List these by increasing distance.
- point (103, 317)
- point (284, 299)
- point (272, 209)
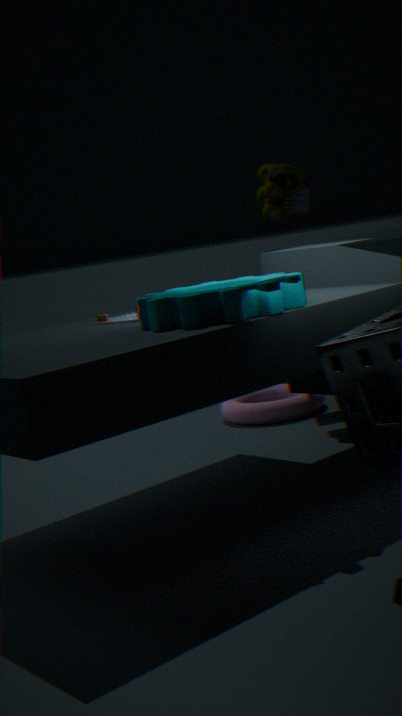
point (284, 299) → point (103, 317) → point (272, 209)
